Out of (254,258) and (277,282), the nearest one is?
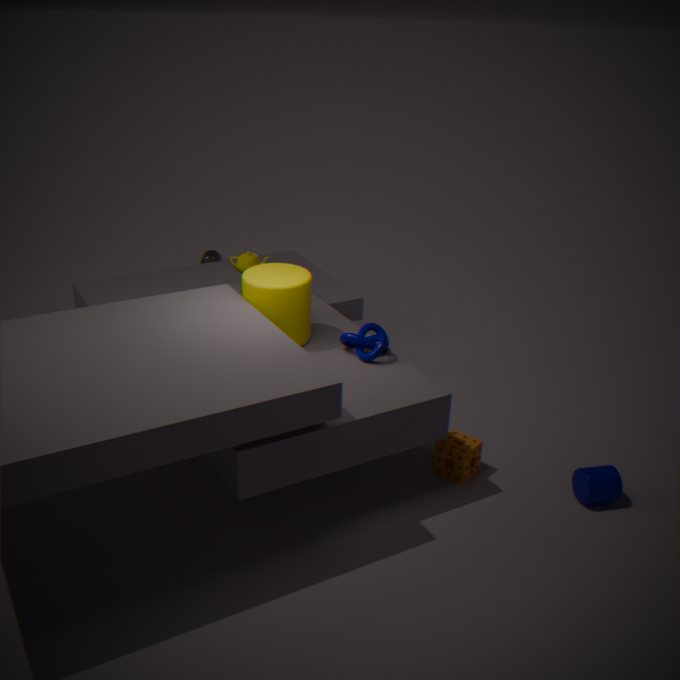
(277,282)
